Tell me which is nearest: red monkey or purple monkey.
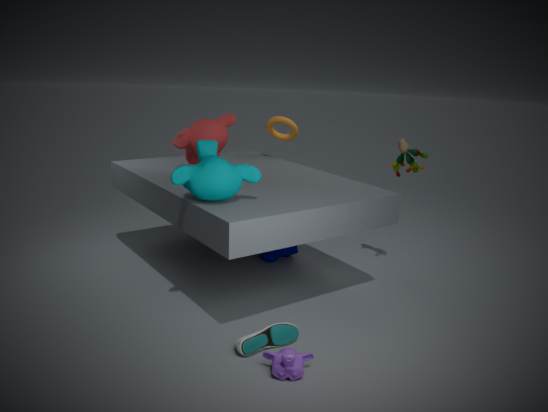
purple monkey
